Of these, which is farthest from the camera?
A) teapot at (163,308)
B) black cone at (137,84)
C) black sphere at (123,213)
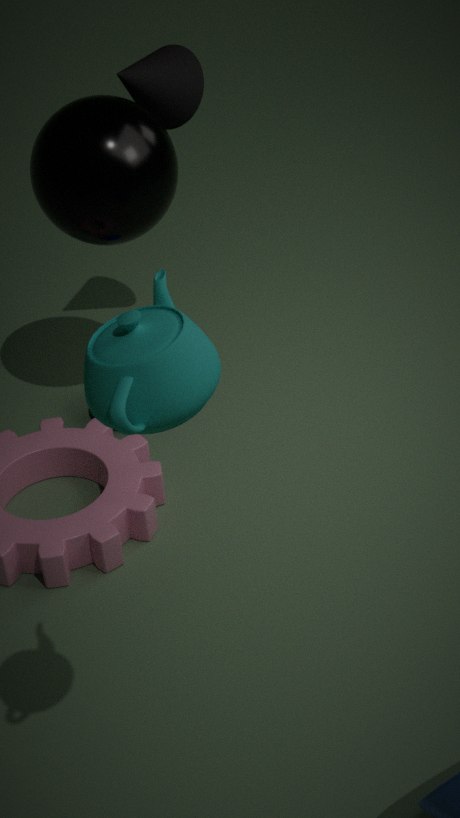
black cone at (137,84)
